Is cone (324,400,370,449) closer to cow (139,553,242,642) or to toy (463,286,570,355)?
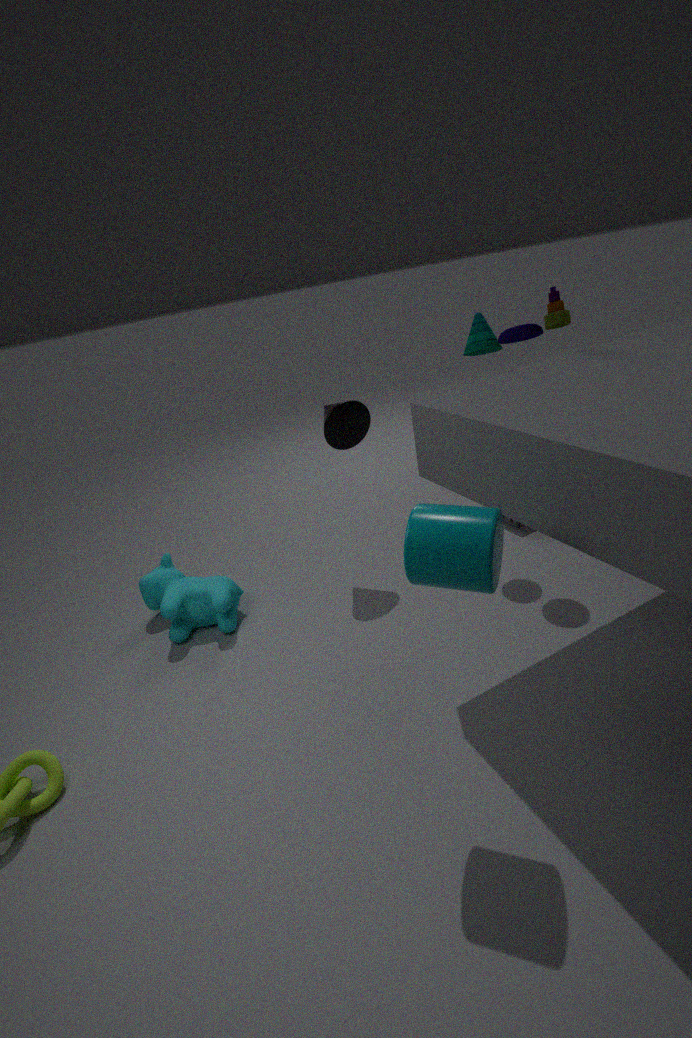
toy (463,286,570,355)
